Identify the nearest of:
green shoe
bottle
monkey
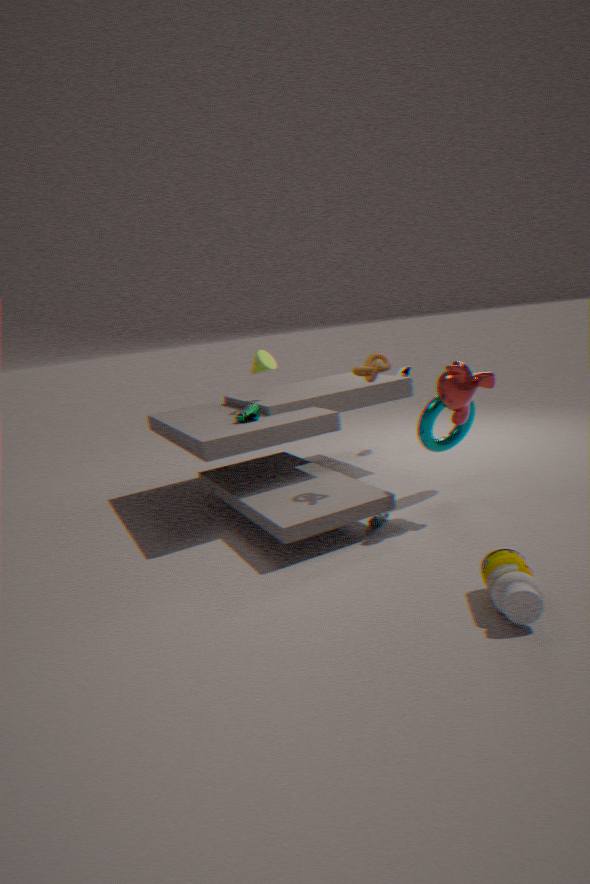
bottle
